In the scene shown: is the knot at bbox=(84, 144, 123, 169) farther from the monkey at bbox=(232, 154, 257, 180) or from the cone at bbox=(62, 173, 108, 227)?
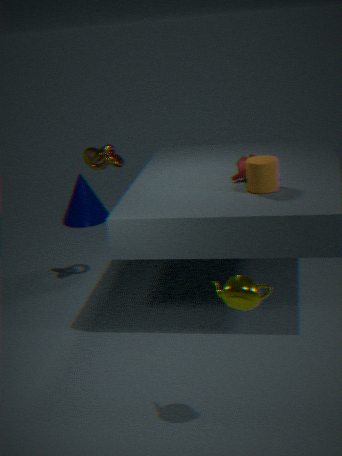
the cone at bbox=(62, 173, 108, 227)
